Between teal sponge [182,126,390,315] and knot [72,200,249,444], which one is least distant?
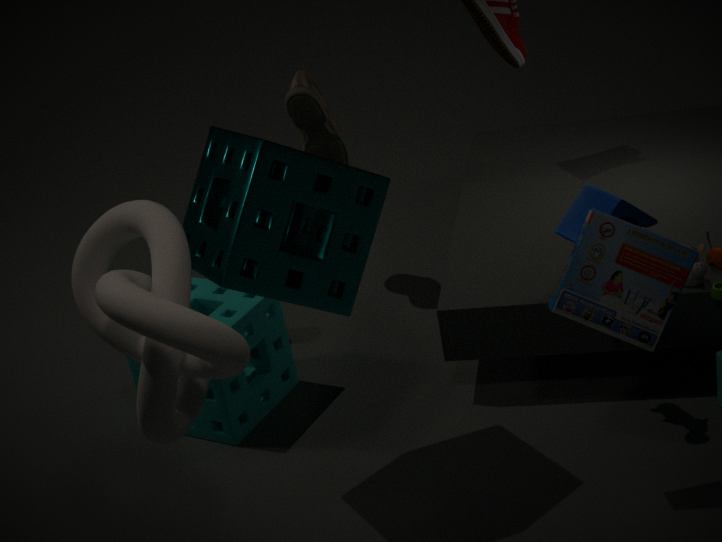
knot [72,200,249,444]
